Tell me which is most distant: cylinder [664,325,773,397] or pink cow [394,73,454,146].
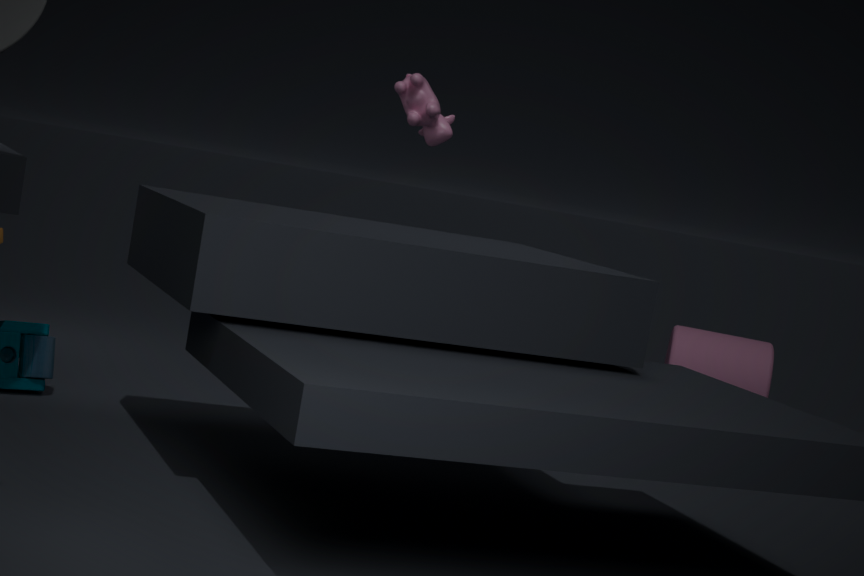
cylinder [664,325,773,397]
